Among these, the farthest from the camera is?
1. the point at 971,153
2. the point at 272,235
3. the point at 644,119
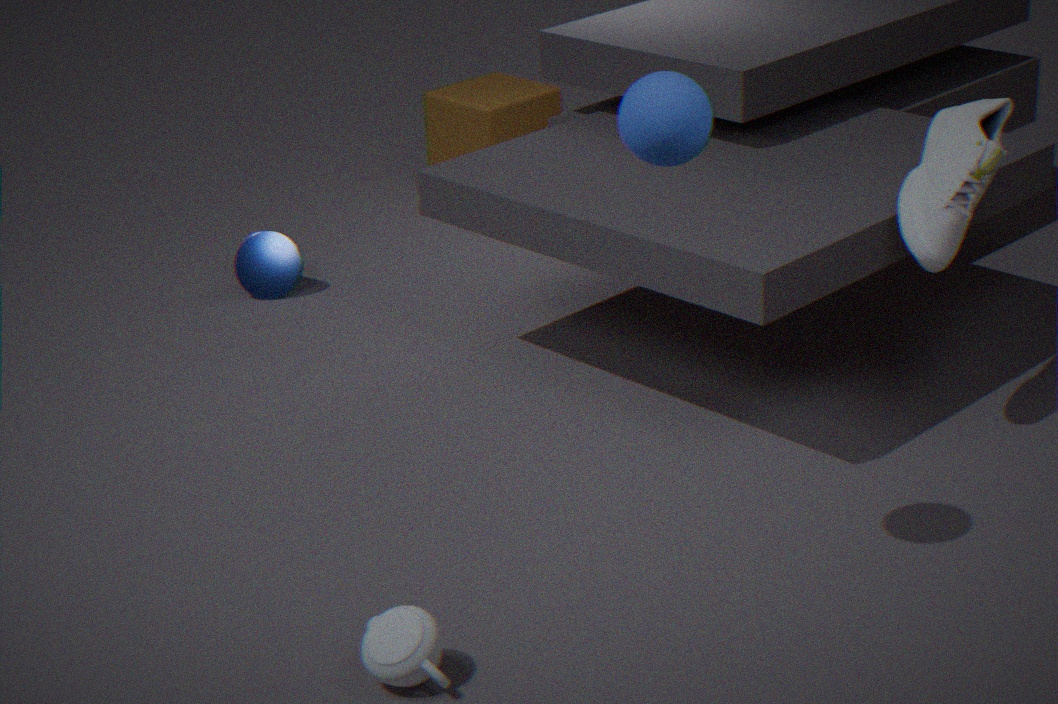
the point at 272,235
